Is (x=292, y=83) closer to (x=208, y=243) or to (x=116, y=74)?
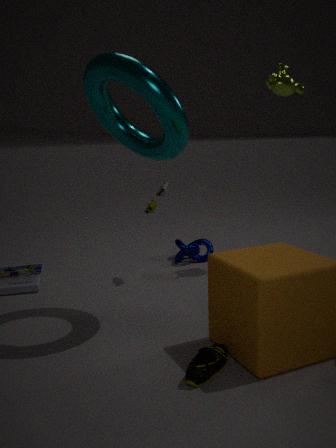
(x=116, y=74)
